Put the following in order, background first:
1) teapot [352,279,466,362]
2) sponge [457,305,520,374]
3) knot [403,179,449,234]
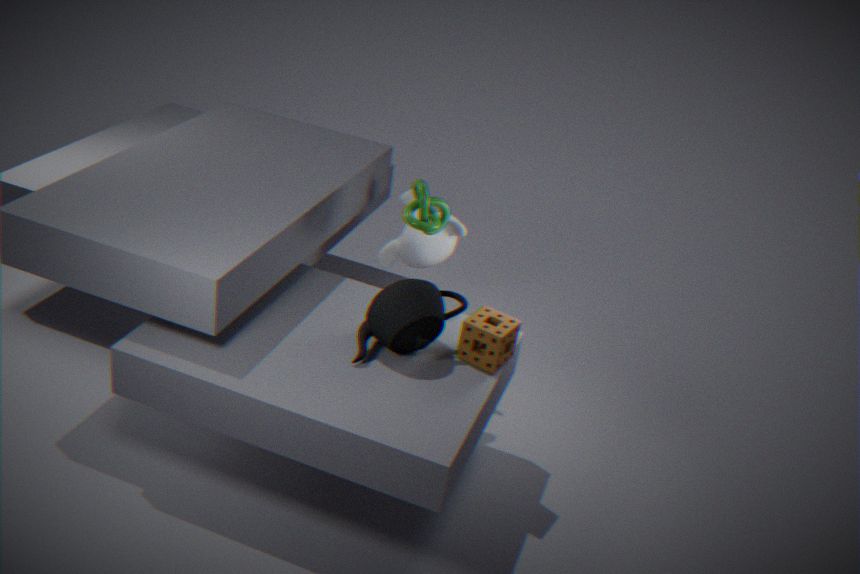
3. knot [403,179,449,234], 2. sponge [457,305,520,374], 1. teapot [352,279,466,362]
